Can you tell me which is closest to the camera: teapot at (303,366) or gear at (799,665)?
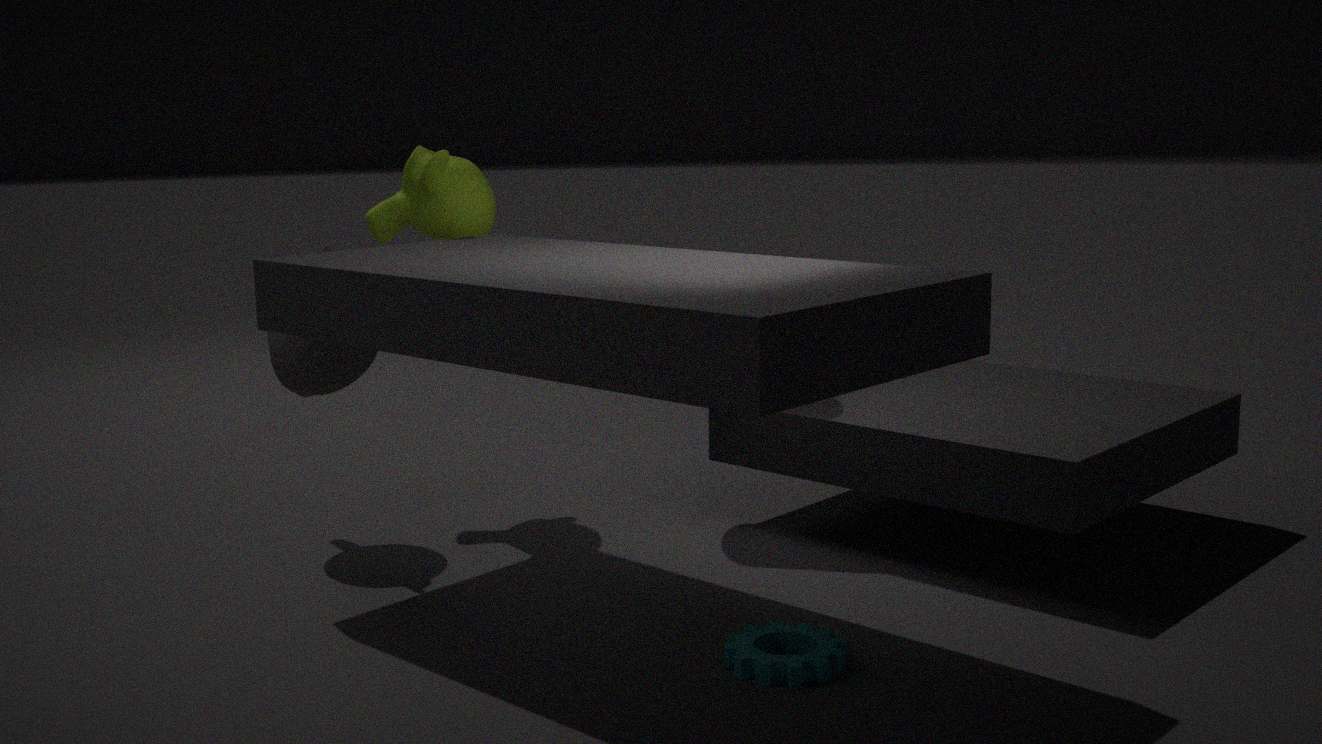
gear at (799,665)
